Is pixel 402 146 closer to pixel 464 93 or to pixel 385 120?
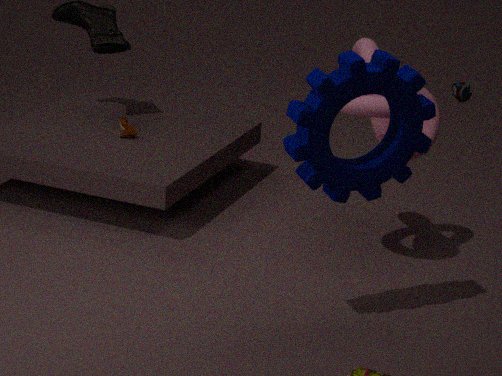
pixel 385 120
